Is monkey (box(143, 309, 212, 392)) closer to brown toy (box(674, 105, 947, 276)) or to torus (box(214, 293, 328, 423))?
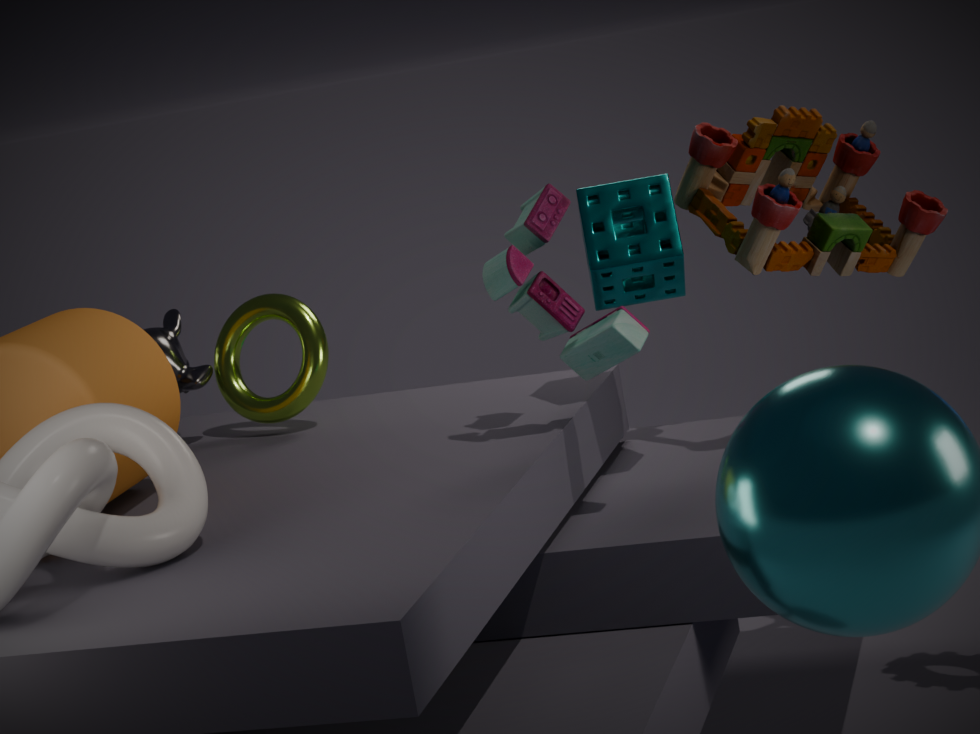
torus (box(214, 293, 328, 423))
